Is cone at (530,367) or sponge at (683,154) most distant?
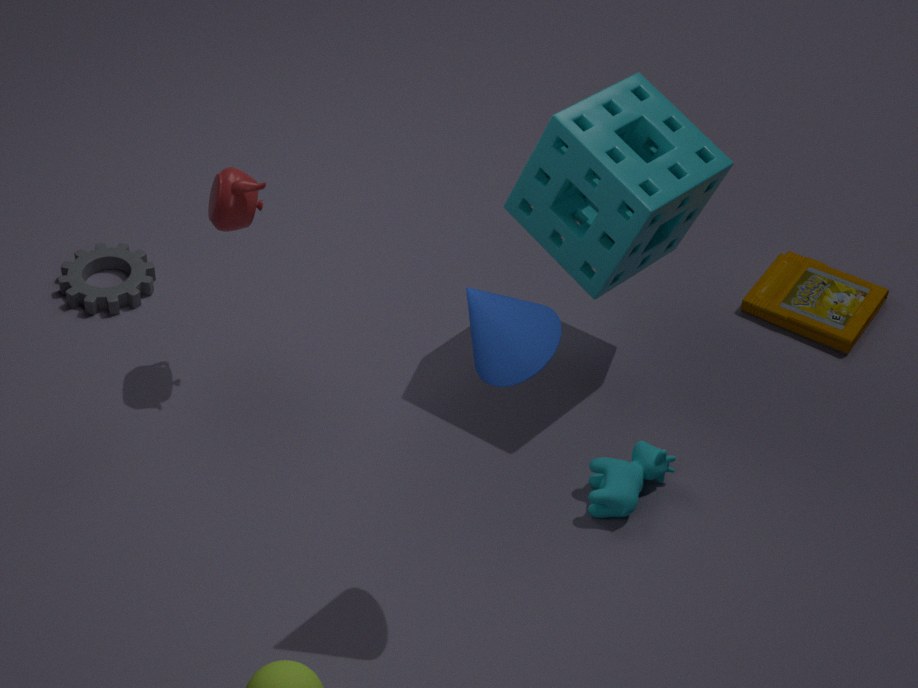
sponge at (683,154)
